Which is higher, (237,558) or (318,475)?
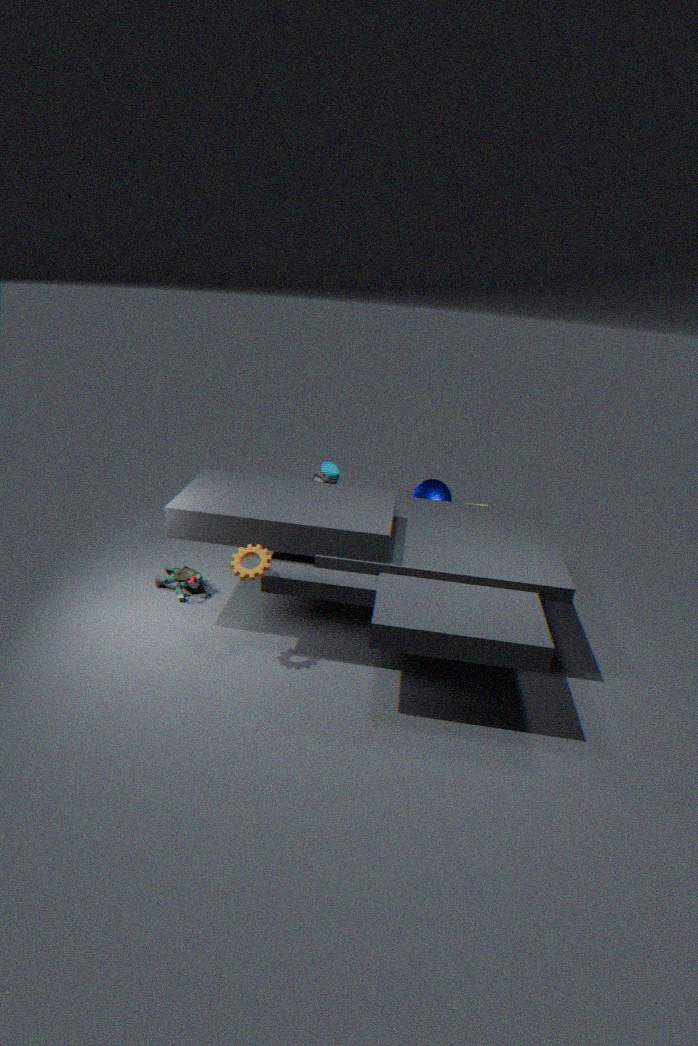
(318,475)
